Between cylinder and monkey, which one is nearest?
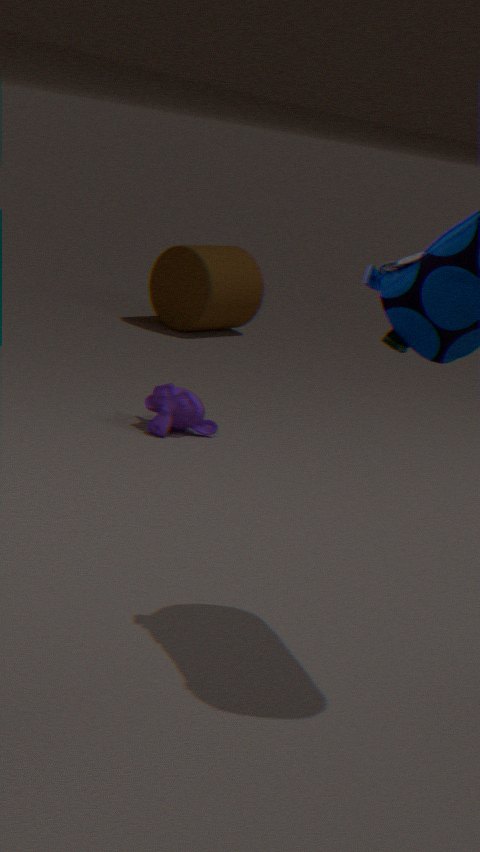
monkey
